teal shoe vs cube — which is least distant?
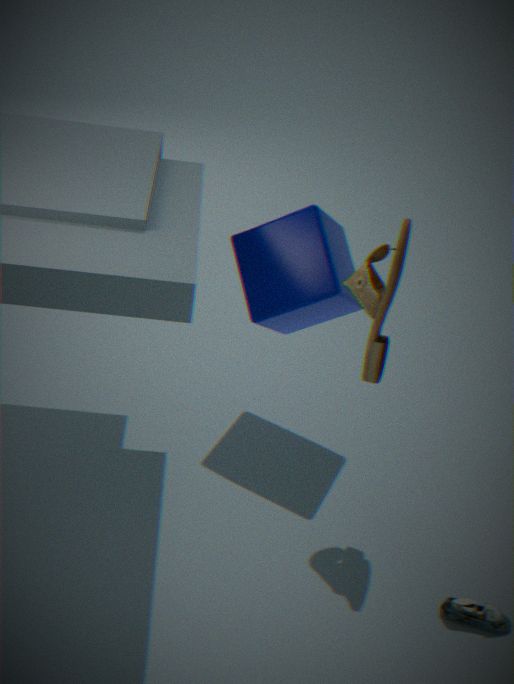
teal shoe
